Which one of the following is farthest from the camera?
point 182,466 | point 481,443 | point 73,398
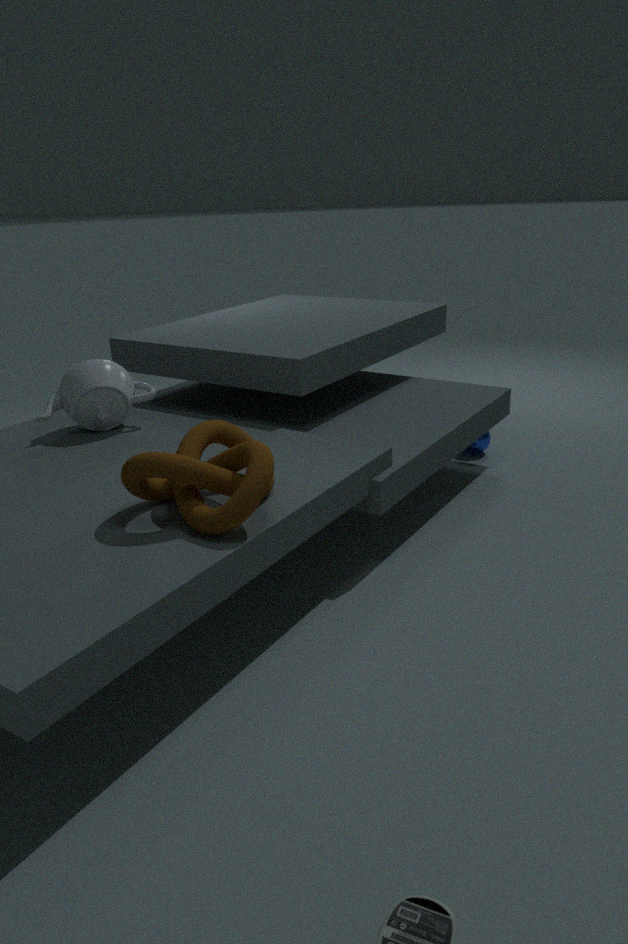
point 481,443
